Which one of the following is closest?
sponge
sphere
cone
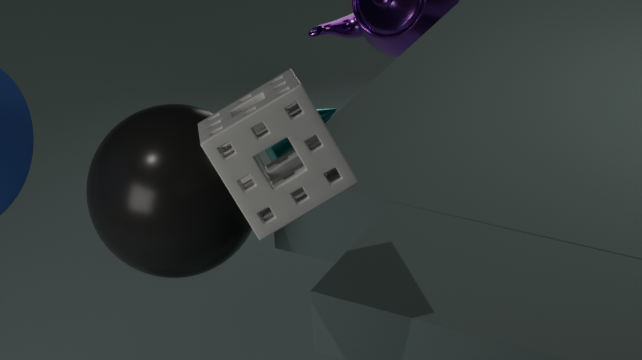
sponge
